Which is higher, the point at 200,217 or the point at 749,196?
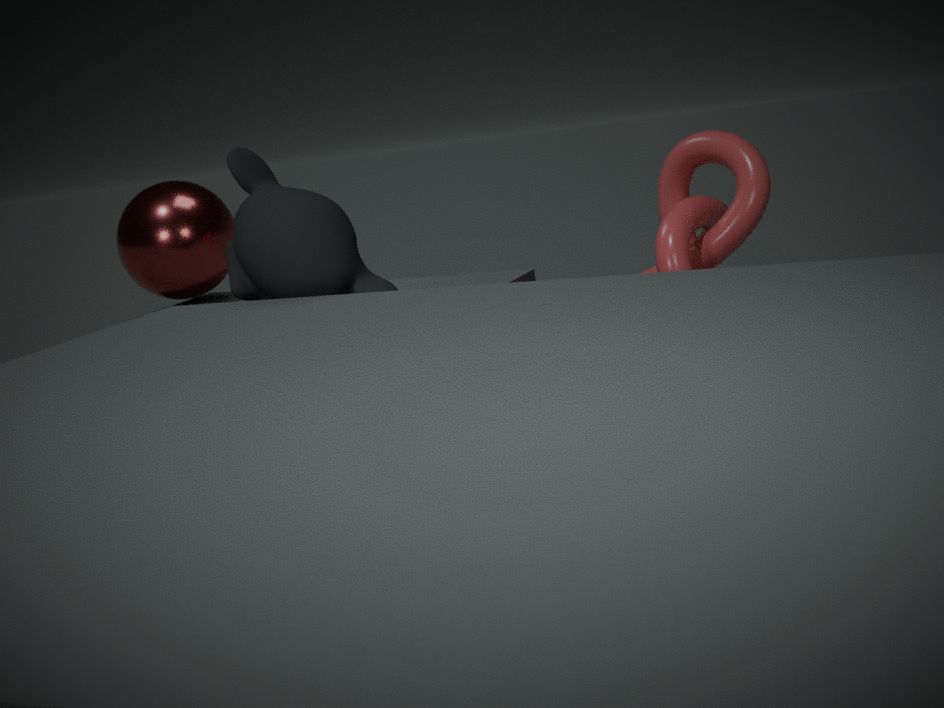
the point at 200,217
